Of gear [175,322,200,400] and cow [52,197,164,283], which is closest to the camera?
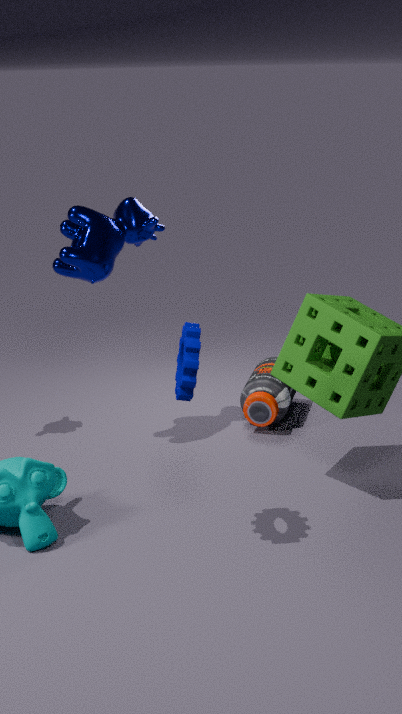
gear [175,322,200,400]
